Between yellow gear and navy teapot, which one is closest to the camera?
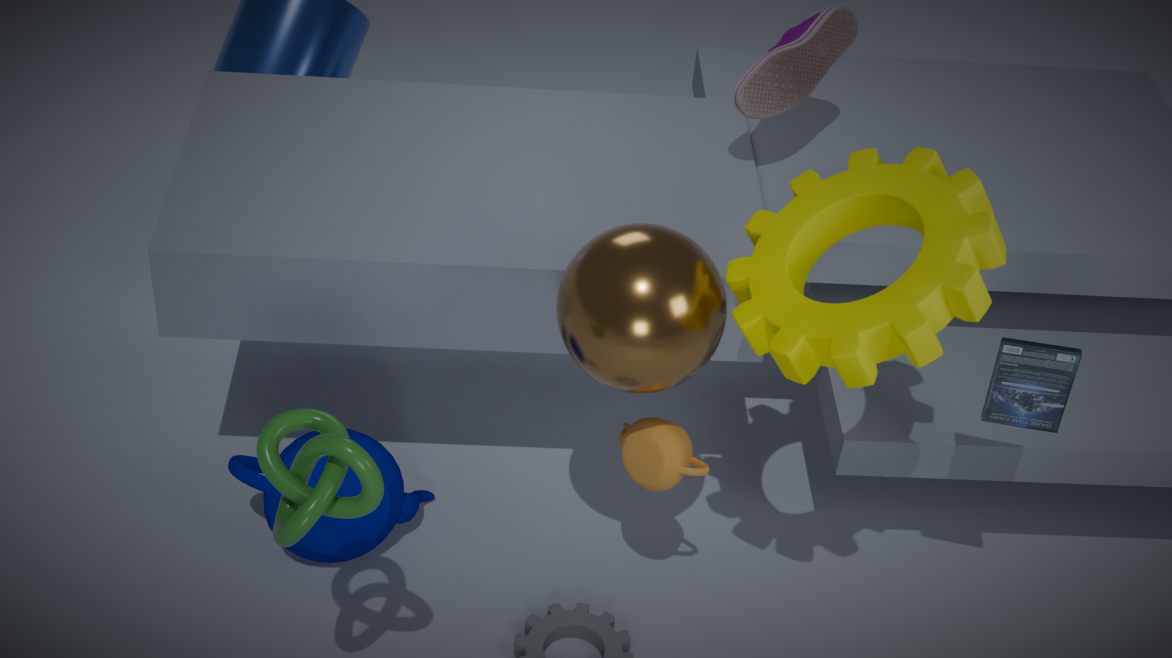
yellow gear
